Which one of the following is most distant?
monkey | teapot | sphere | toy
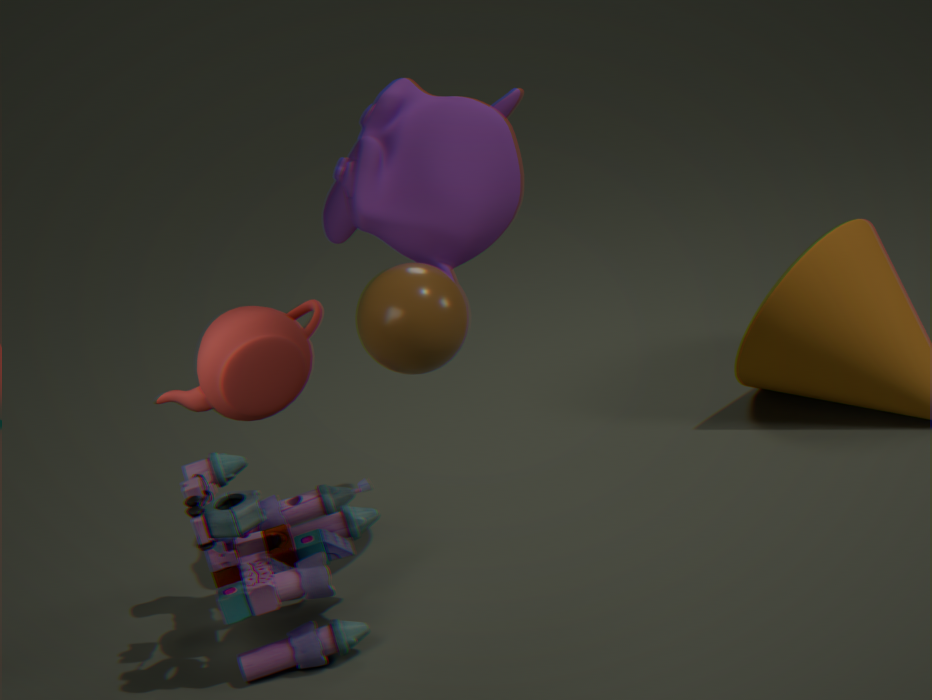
monkey
